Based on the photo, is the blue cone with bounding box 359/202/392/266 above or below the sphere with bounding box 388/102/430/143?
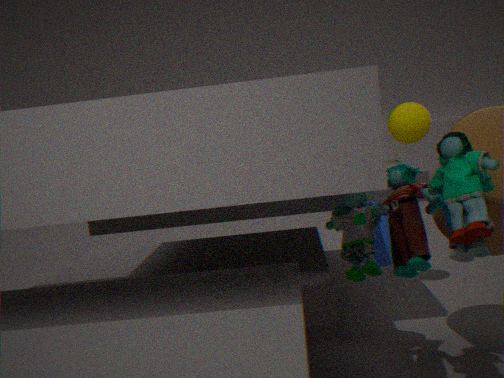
below
